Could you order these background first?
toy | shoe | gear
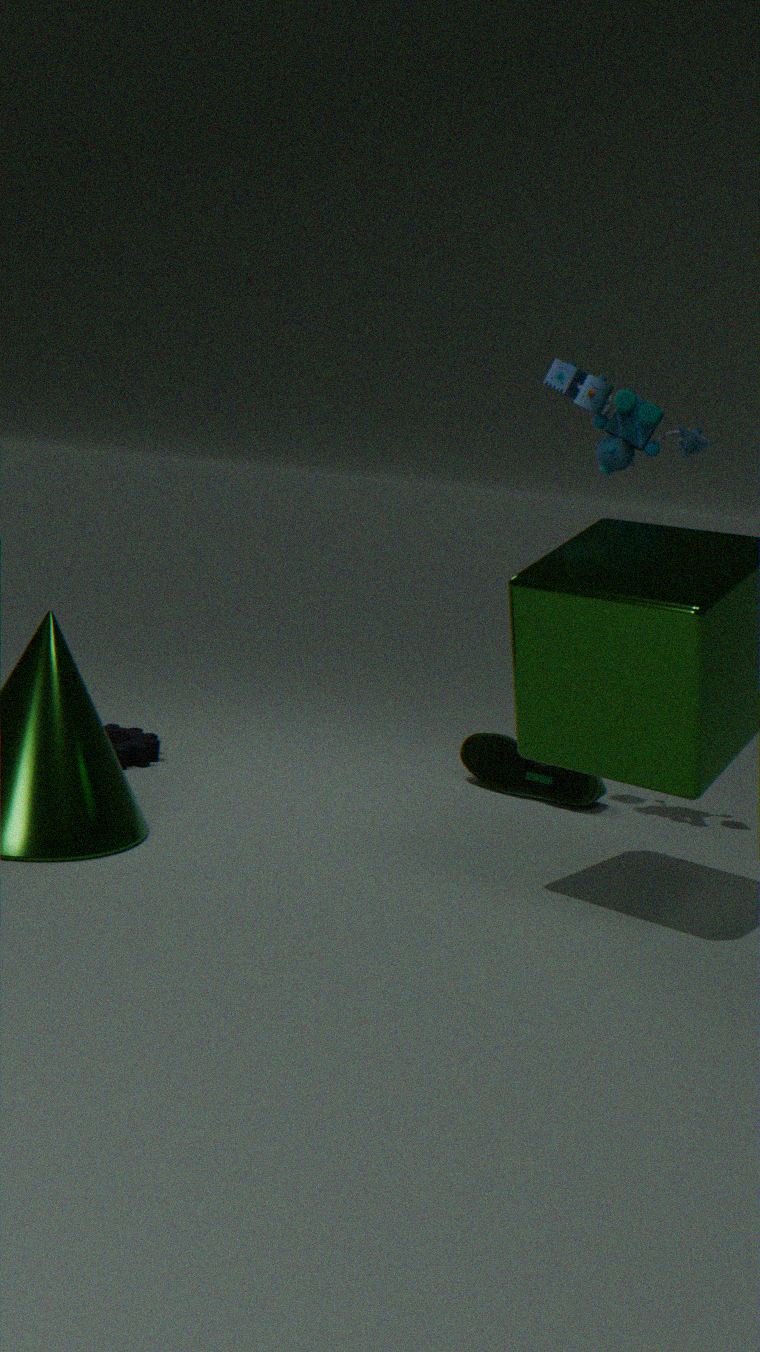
shoe → gear → toy
